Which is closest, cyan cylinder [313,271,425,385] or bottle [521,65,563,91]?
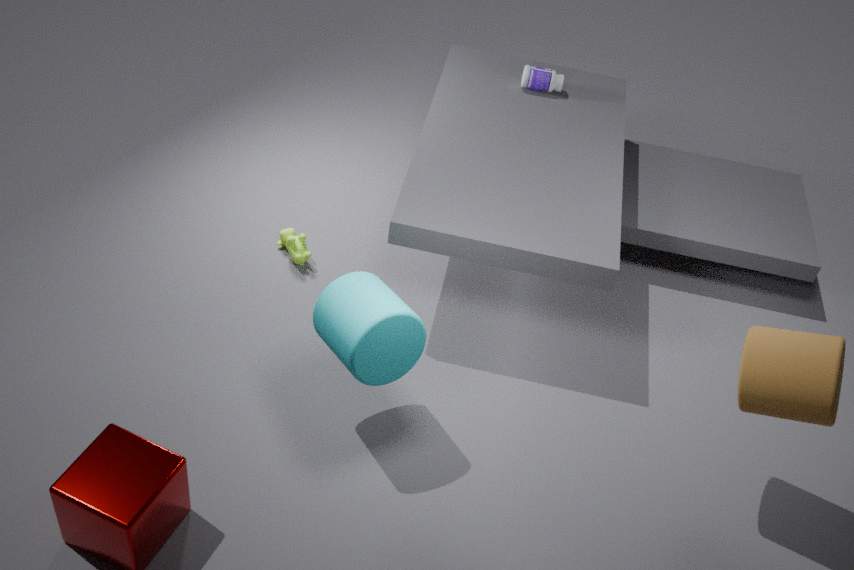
cyan cylinder [313,271,425,385]
